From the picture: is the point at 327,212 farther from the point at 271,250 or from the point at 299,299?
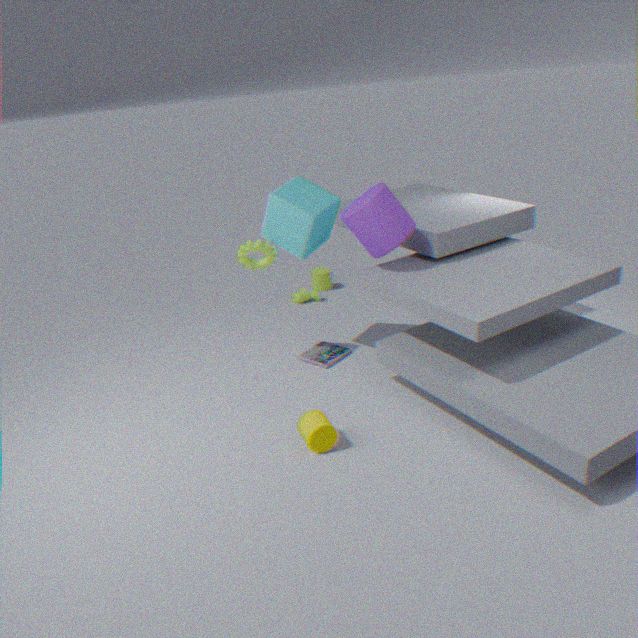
the point at 299,299
